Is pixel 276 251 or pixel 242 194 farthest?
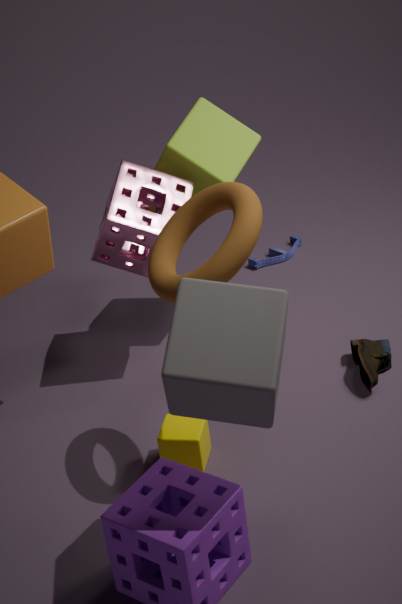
pixel 276 251
